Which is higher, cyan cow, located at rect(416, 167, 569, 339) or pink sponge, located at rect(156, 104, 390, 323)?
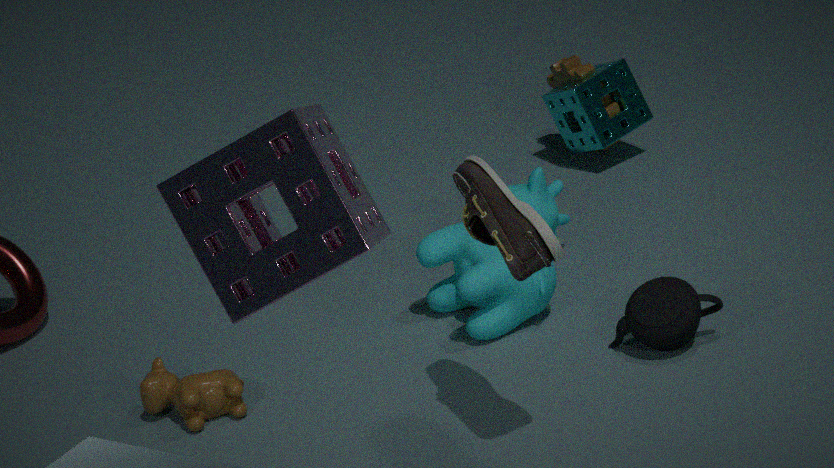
pink sponge, located at rect(156, 104, 390, 323)
